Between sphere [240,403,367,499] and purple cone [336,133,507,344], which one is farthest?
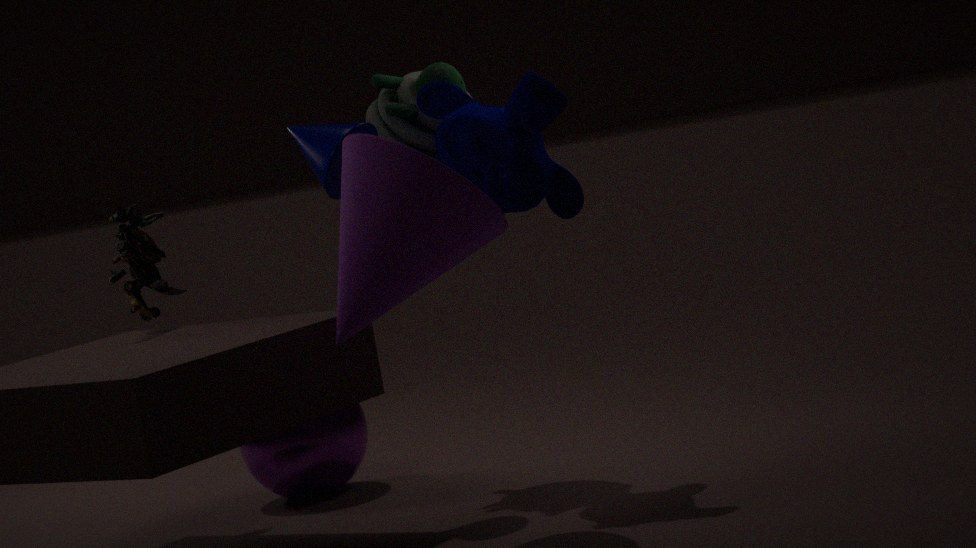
sphere [240,403,367,499]
